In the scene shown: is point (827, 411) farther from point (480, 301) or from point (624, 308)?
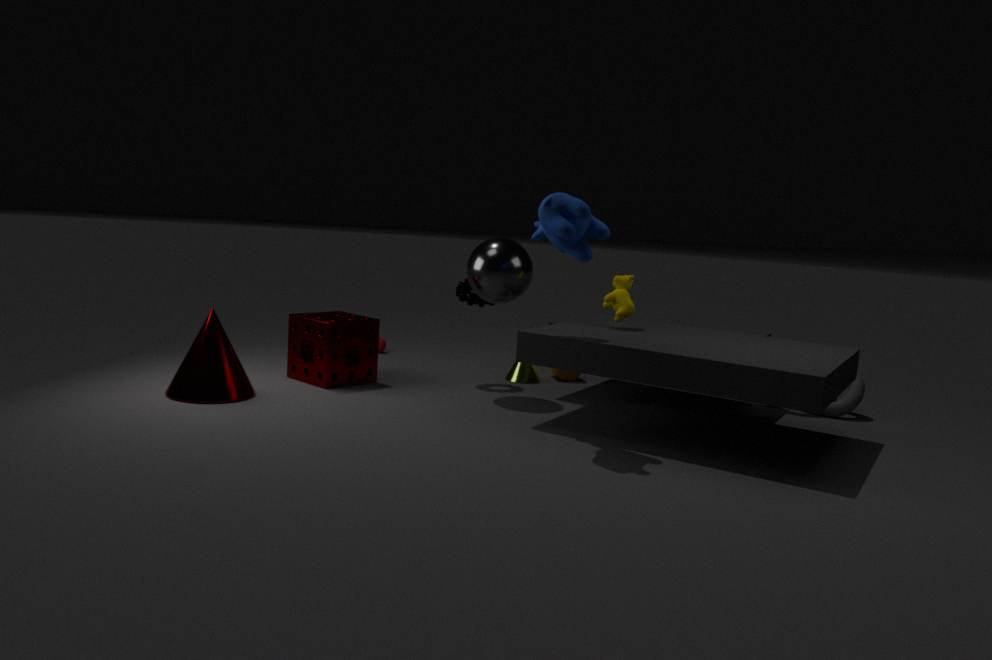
point (480, 301)
